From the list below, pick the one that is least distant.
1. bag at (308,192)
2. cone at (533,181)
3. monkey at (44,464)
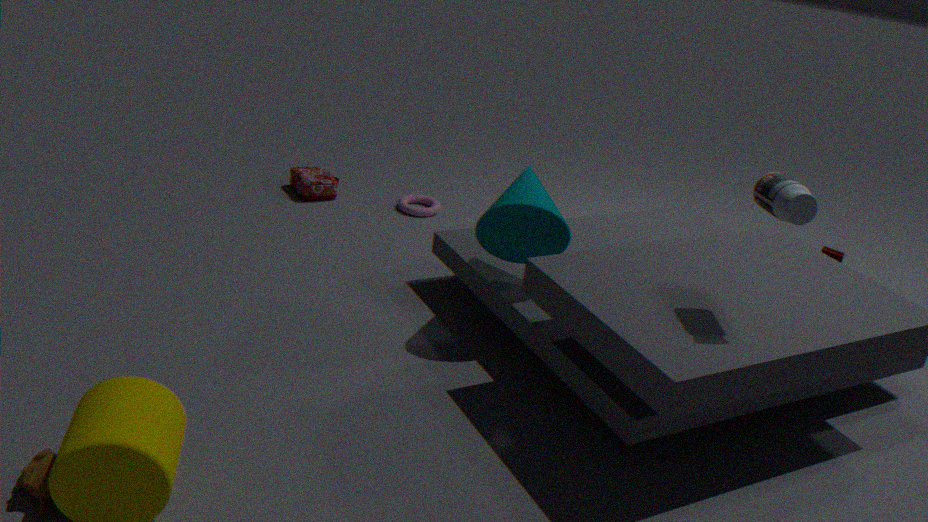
monkey at (44,464)
